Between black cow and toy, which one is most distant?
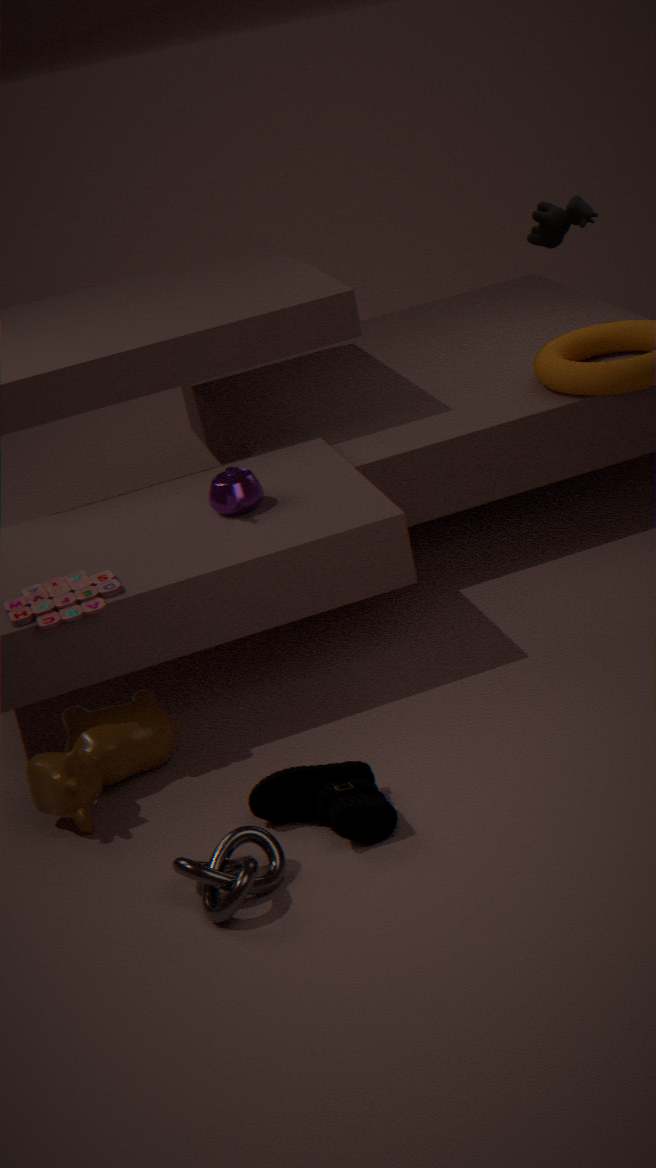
black cow
